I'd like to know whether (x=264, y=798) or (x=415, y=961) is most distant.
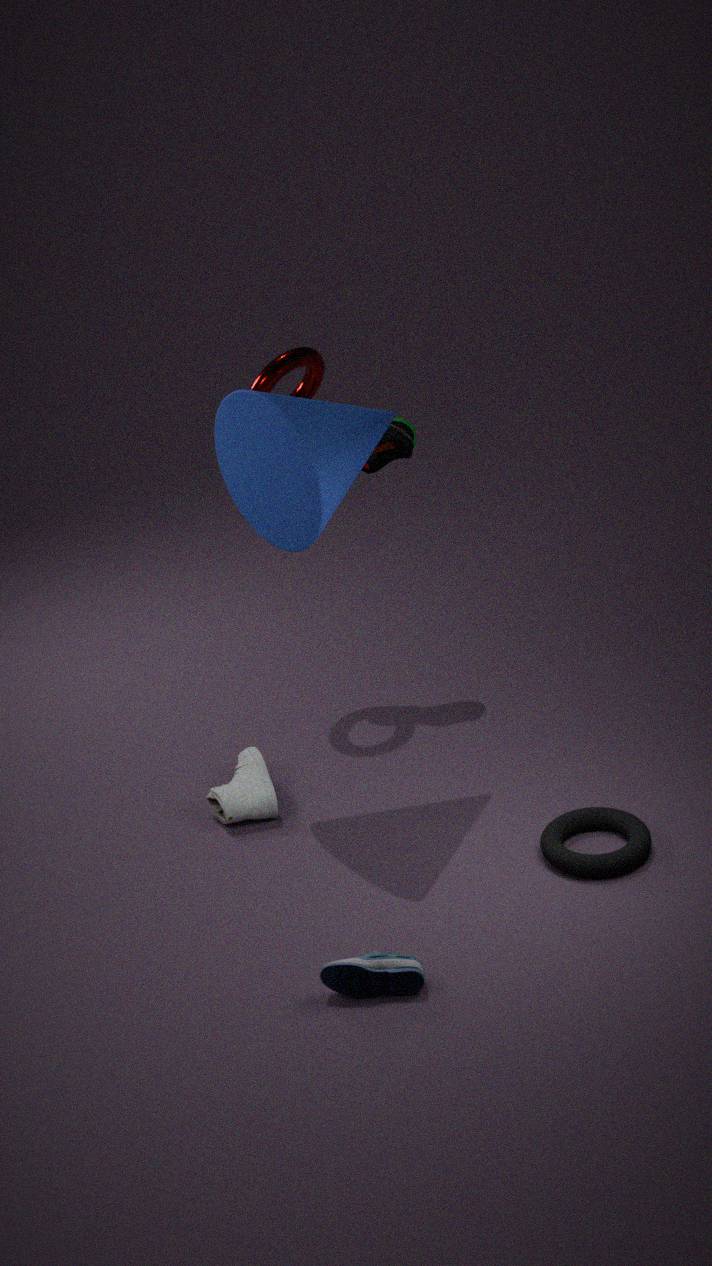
(x=264, y=798)
